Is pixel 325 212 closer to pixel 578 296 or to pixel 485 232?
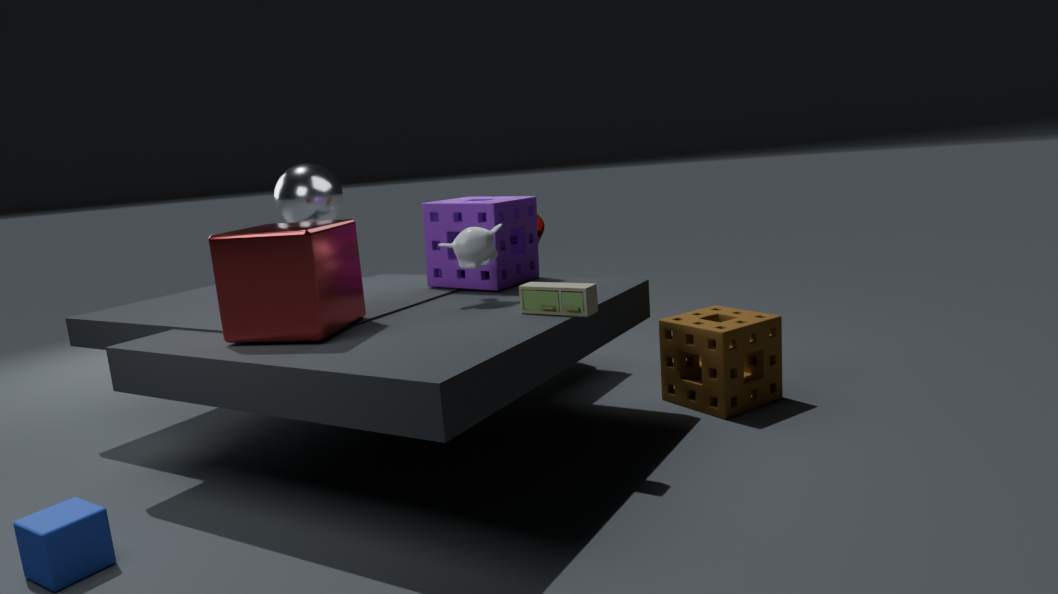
pixel 485 232
